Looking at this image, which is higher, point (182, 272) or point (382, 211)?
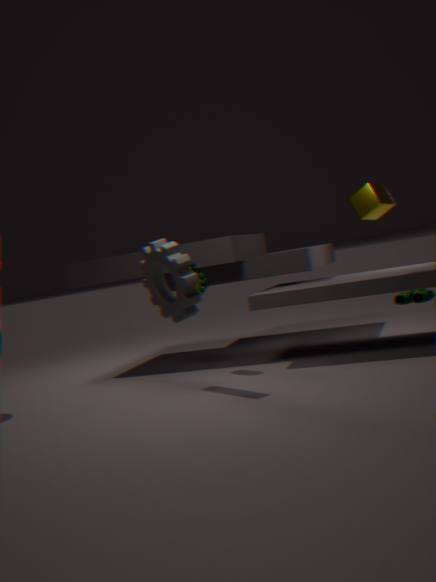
point (382, 211)
